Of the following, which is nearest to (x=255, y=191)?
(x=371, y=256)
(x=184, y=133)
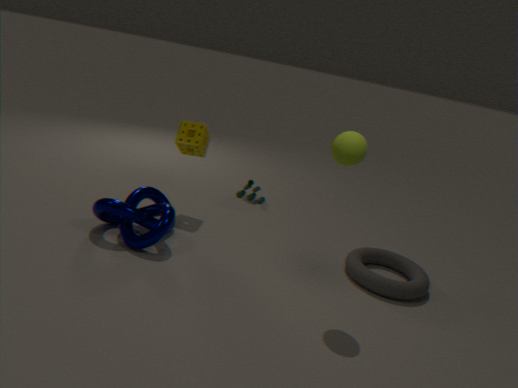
(x=184, y=133)
